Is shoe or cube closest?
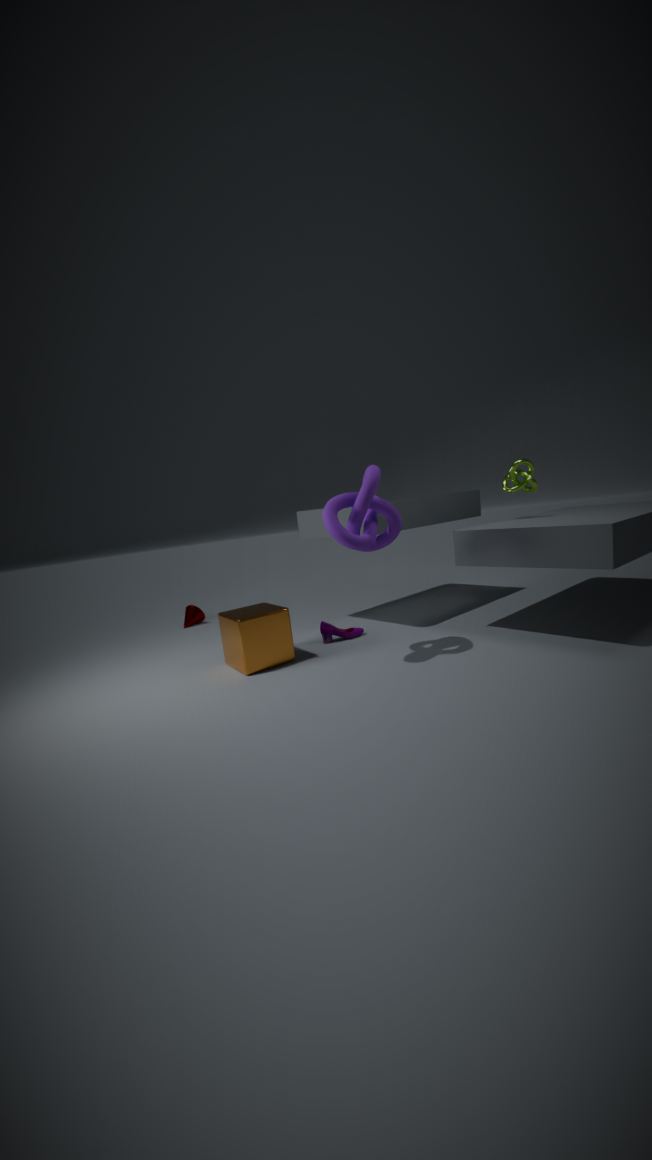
cube
